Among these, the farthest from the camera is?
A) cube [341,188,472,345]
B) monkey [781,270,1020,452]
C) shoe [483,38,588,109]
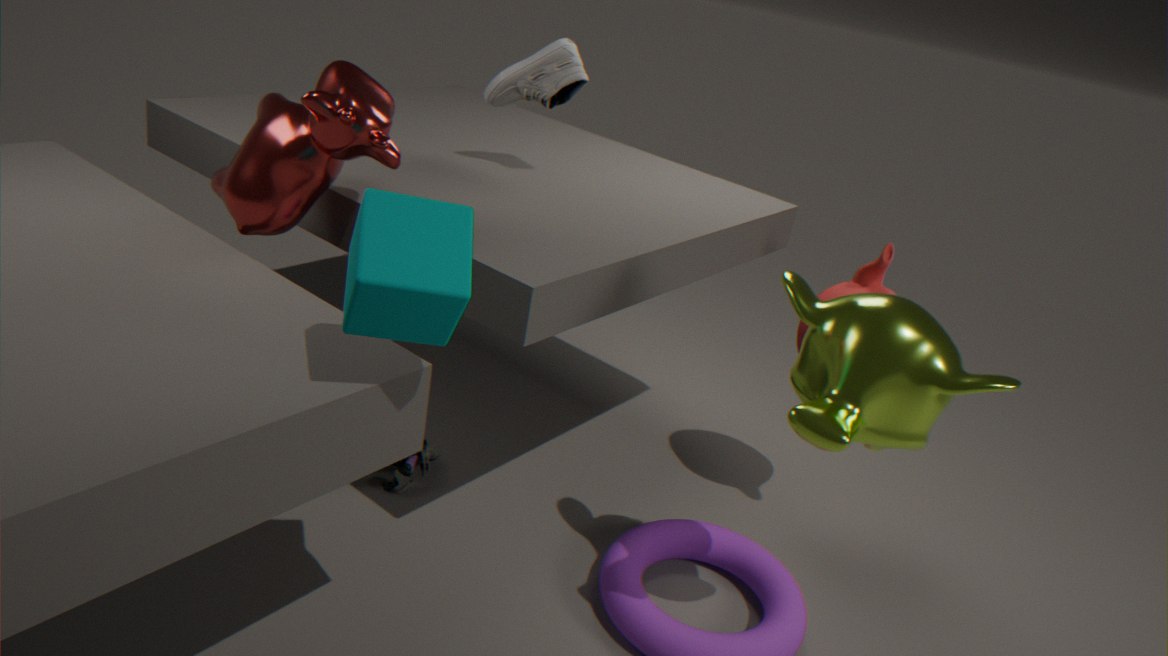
shoe [483,38,588,109]
